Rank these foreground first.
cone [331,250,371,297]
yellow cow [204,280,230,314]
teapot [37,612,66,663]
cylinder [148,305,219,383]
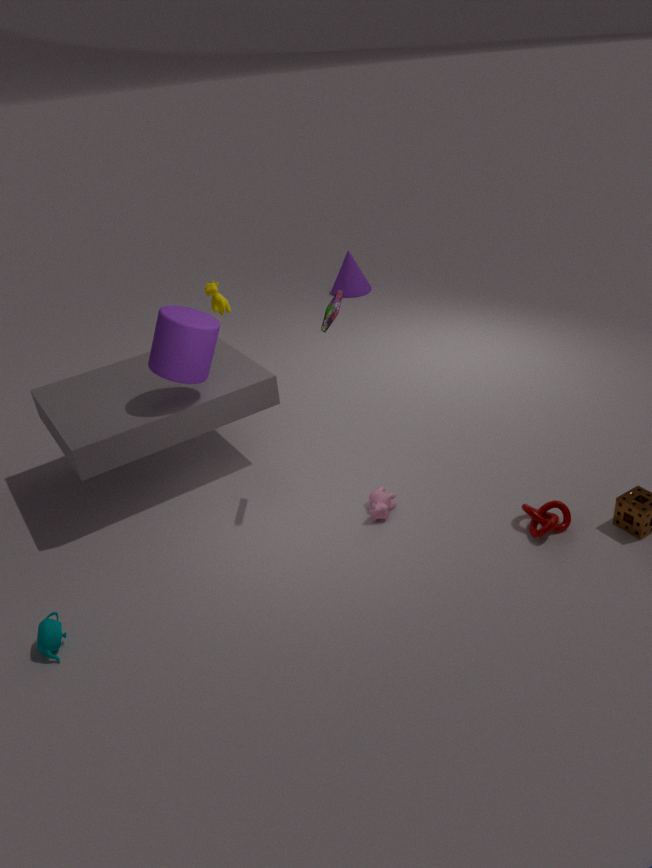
Result: teapot [37,612,66,663]
cylinder [148,305,219,383]
yellow cow [204,280,230,314]
cone [331,250,371,297]
